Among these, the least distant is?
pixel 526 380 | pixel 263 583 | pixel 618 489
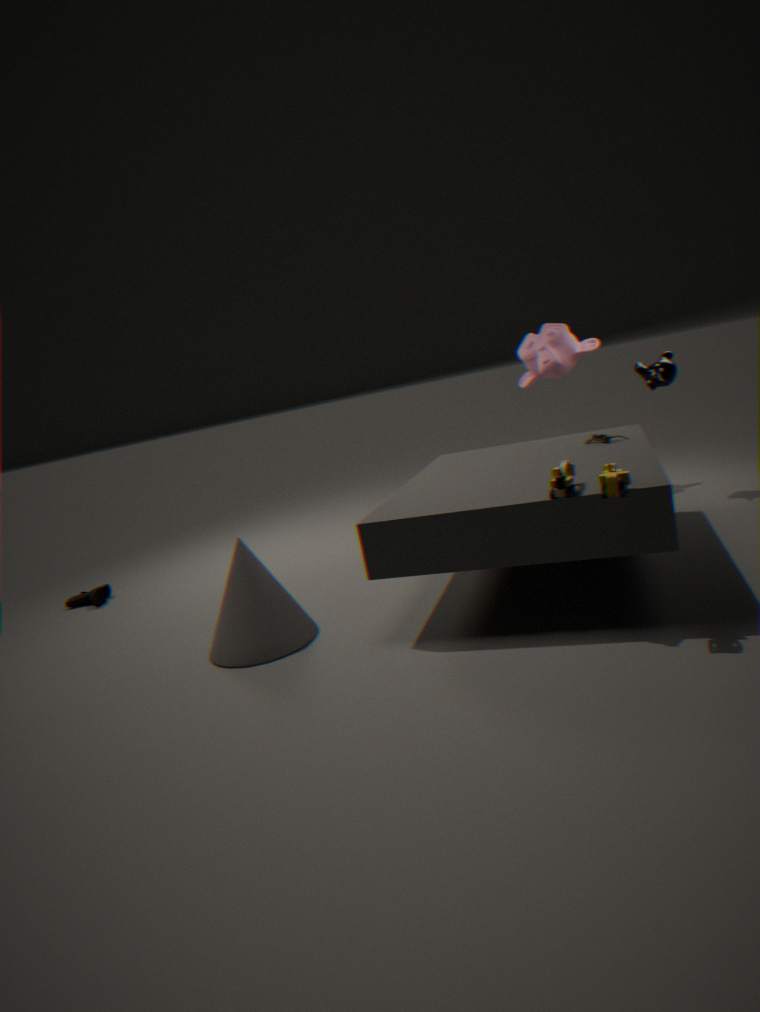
pixel 618 489
